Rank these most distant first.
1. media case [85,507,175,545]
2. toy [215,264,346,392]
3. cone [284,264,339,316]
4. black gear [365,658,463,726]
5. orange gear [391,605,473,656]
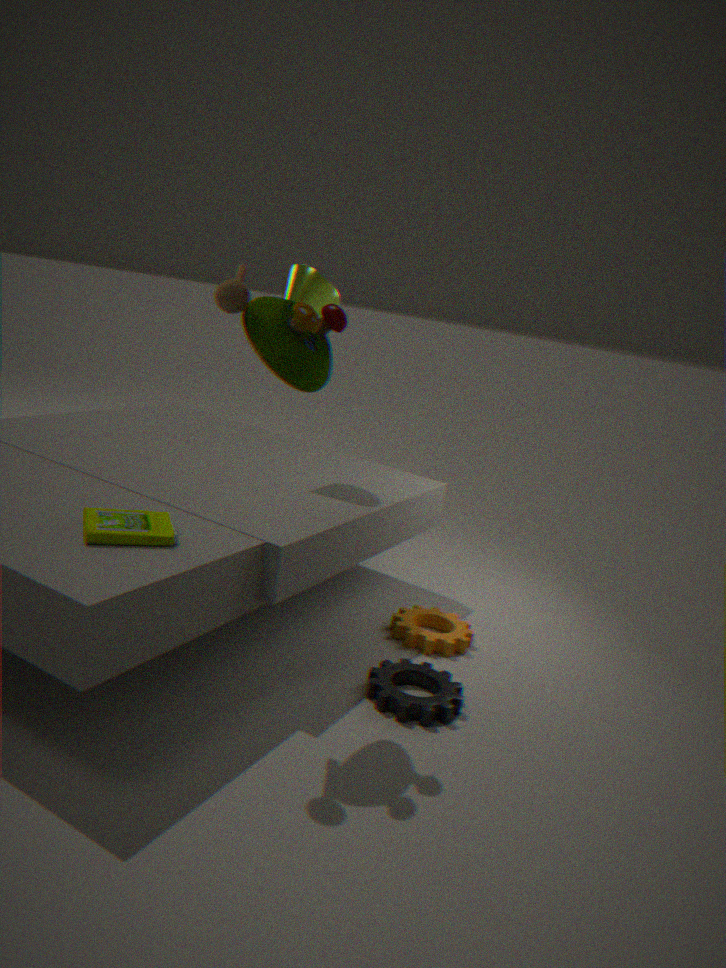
cone [284,264,339,316] < orange gear [391,605,473,656] < black gear [365,658,463,726] < toy [215,264,346,392] < media case [85,507,175,545]
